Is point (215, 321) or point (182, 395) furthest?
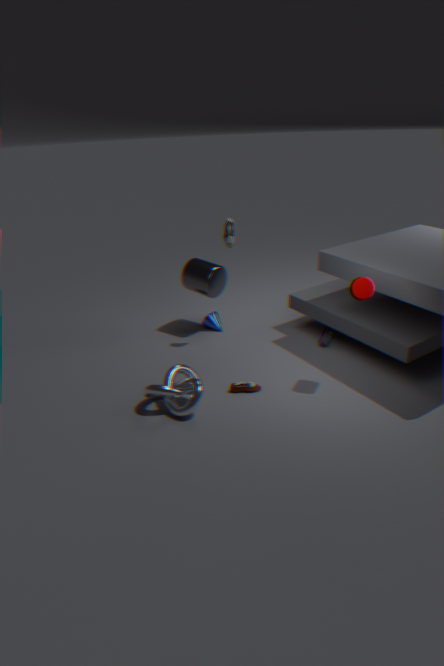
point (215, 321)
